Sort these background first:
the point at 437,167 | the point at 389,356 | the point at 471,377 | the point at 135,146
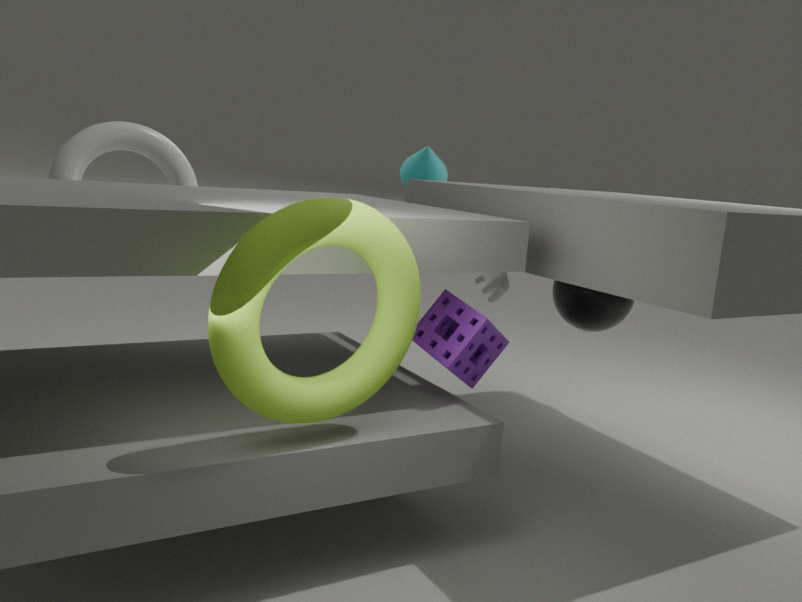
the point at 437,167 < the point at 135,146 < the point at 471,377 < the point at 389,356
